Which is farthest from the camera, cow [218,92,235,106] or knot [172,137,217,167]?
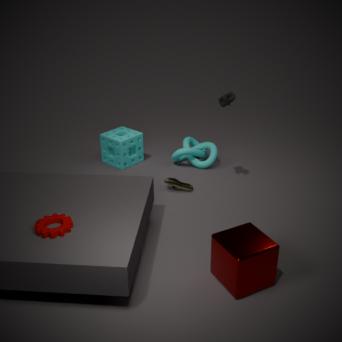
knot [172,137,217,167]
